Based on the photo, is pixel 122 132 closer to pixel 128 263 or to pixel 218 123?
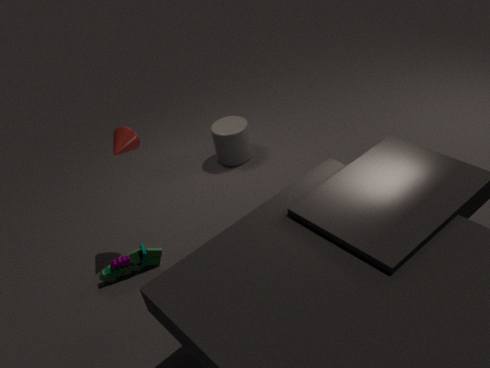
pixel 128 263
